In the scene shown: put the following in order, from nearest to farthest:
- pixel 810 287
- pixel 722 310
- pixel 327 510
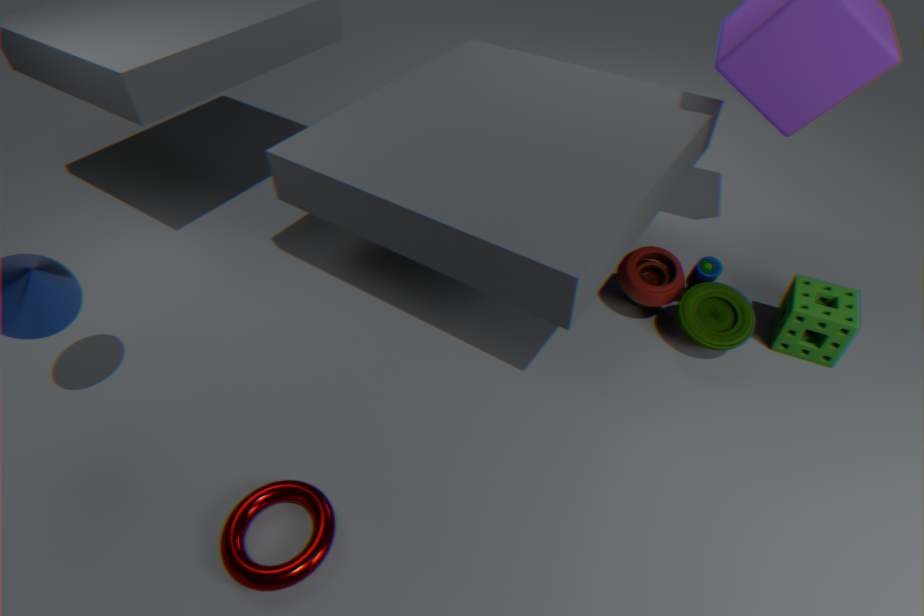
pixel 327 510 → pixel 810 287 → pixel 722 310
